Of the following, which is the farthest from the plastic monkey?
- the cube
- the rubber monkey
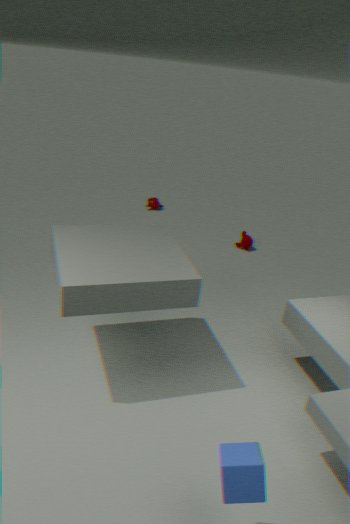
the cube
